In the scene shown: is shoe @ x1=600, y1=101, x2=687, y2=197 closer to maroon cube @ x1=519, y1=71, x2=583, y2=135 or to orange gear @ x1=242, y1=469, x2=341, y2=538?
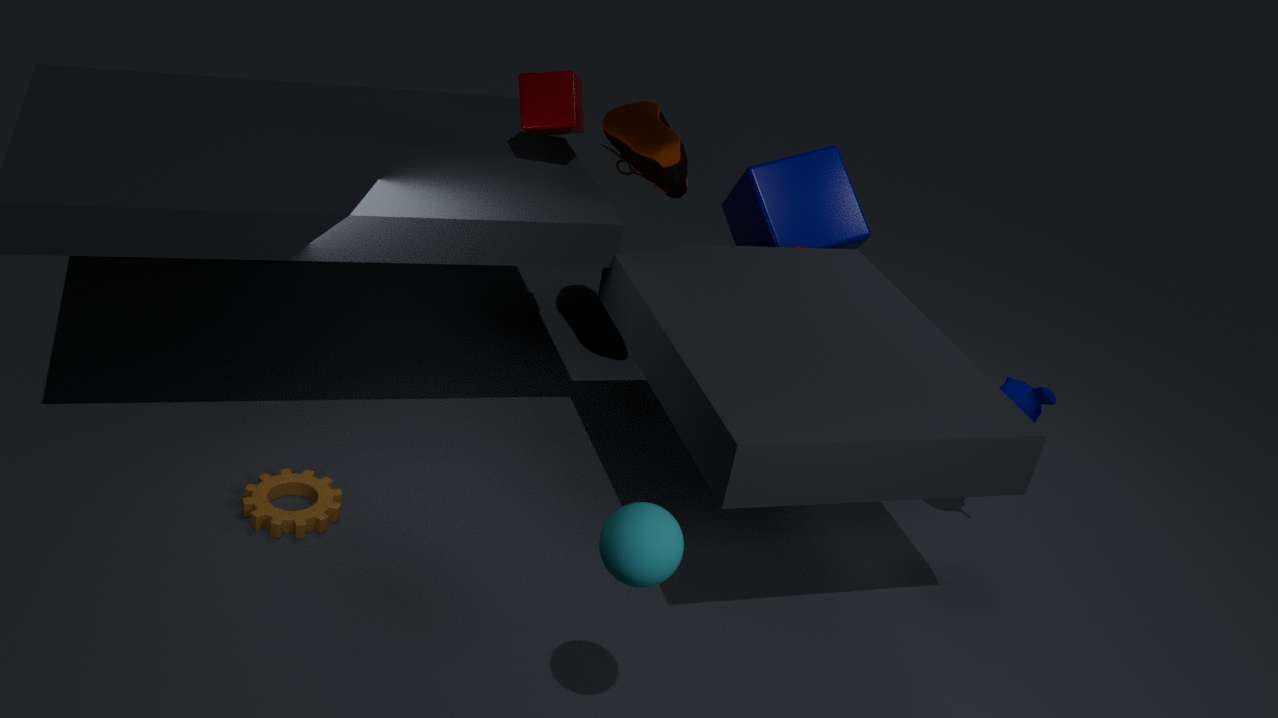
maroon cube @ x1=519, y1=71, x2=583, y2=135
